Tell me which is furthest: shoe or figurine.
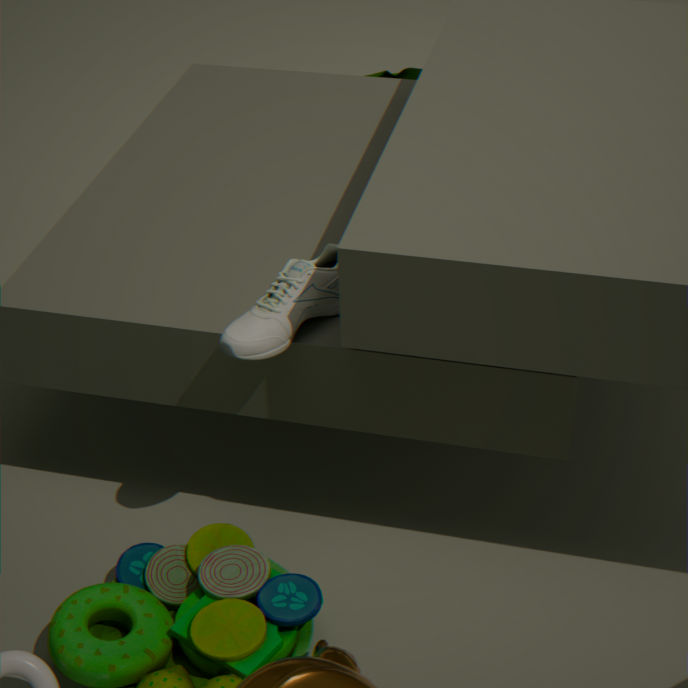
figurine
